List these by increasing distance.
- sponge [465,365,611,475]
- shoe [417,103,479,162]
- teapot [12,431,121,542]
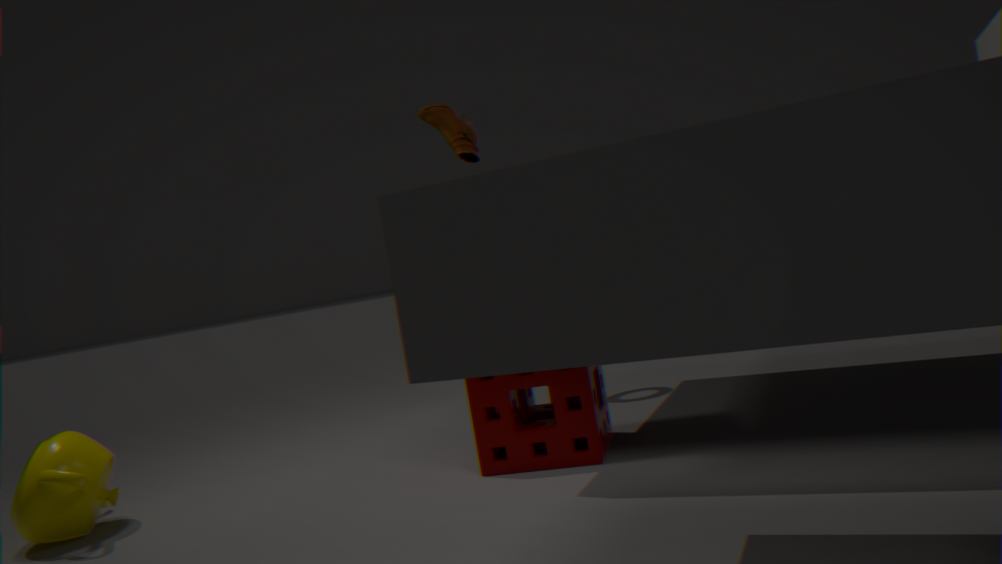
sponge [465,365,611,475]
teapot [12,431,121,542]
shoe [417,103,479,162]
